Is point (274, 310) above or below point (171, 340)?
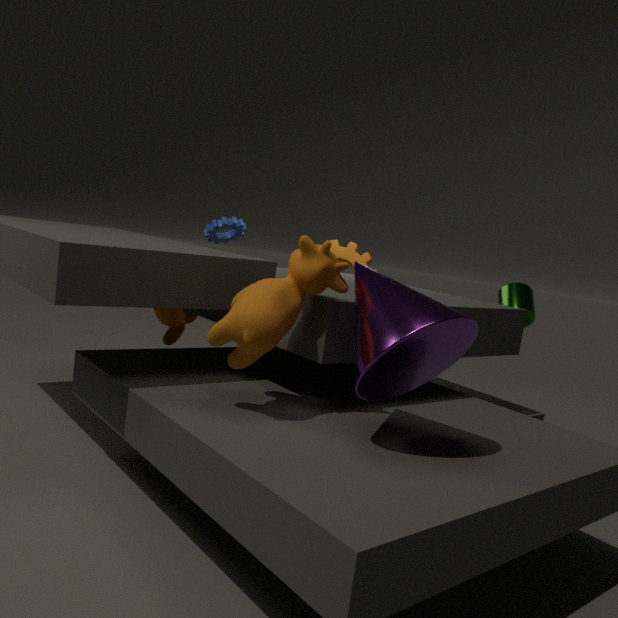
above
